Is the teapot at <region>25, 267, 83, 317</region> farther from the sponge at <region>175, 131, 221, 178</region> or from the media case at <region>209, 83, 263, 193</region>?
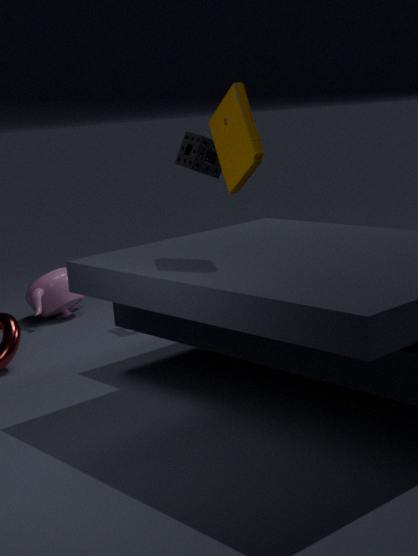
the media case at <region>209, 83, 263, 193</region>
